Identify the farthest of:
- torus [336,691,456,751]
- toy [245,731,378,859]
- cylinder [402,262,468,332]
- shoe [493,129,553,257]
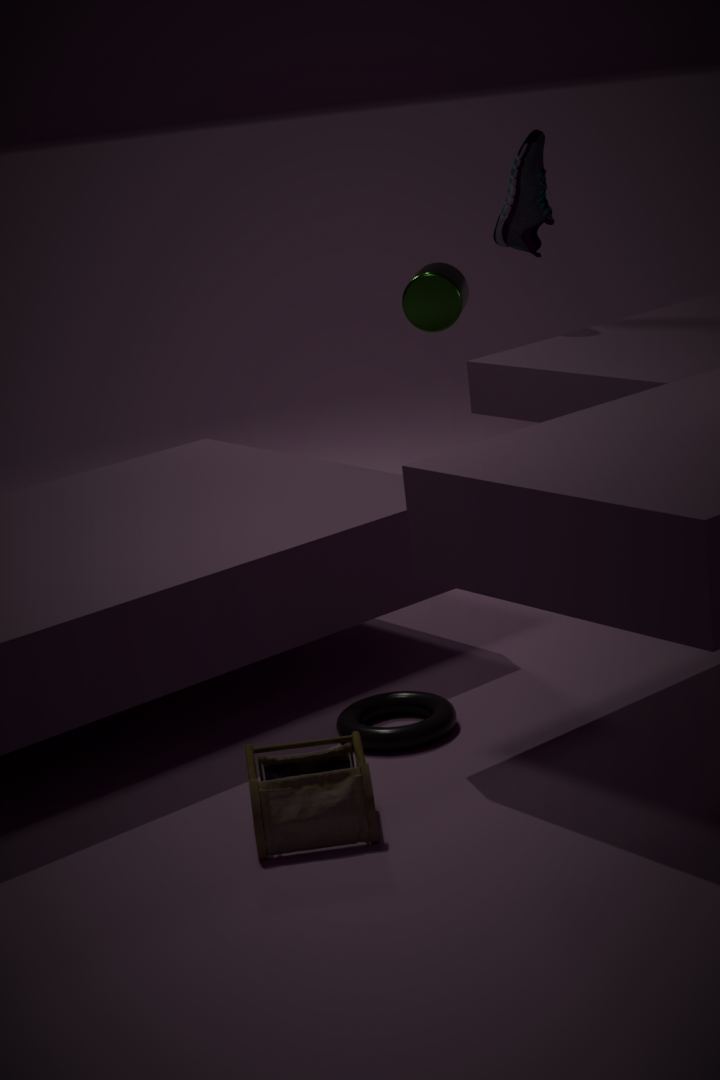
cylinder [402,262,468,332]
